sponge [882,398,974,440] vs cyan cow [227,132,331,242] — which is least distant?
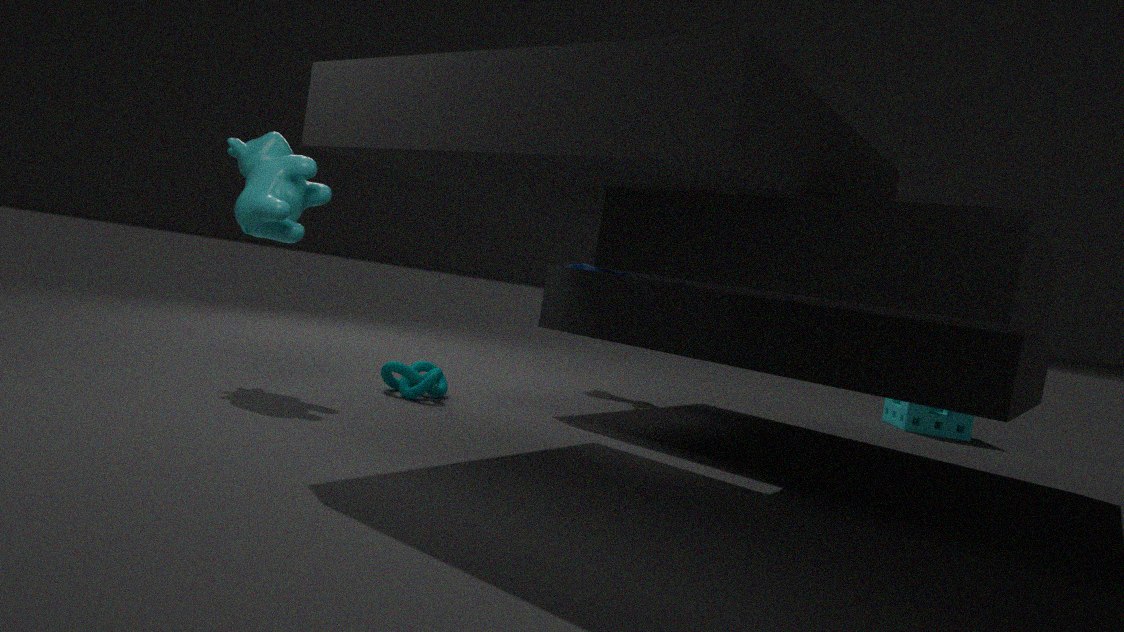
cyan cow [227,132,331,242]
